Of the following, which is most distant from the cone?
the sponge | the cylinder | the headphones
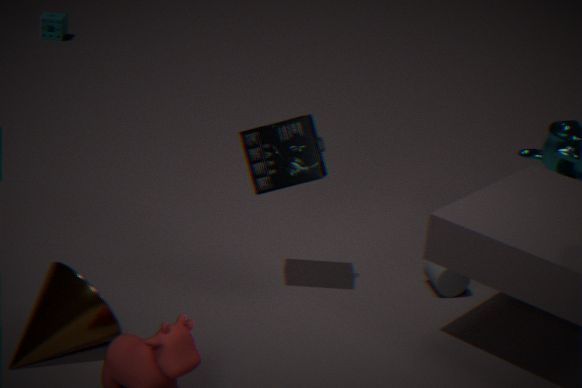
the sponge
